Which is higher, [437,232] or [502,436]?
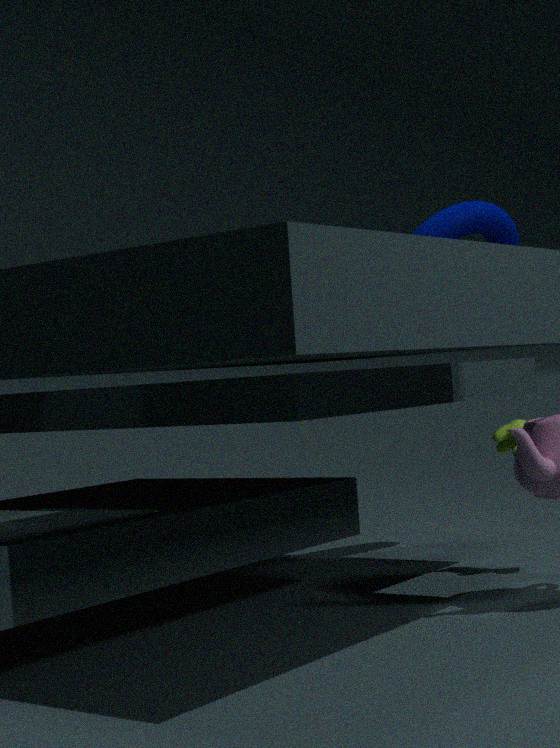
[437,232]
